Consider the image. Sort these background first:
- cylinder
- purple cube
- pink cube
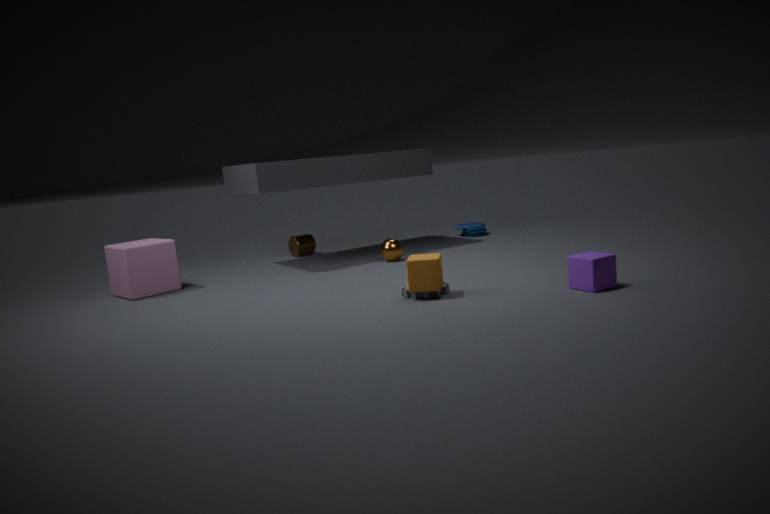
1. cylinder
2. pink cube
3. purple cube
